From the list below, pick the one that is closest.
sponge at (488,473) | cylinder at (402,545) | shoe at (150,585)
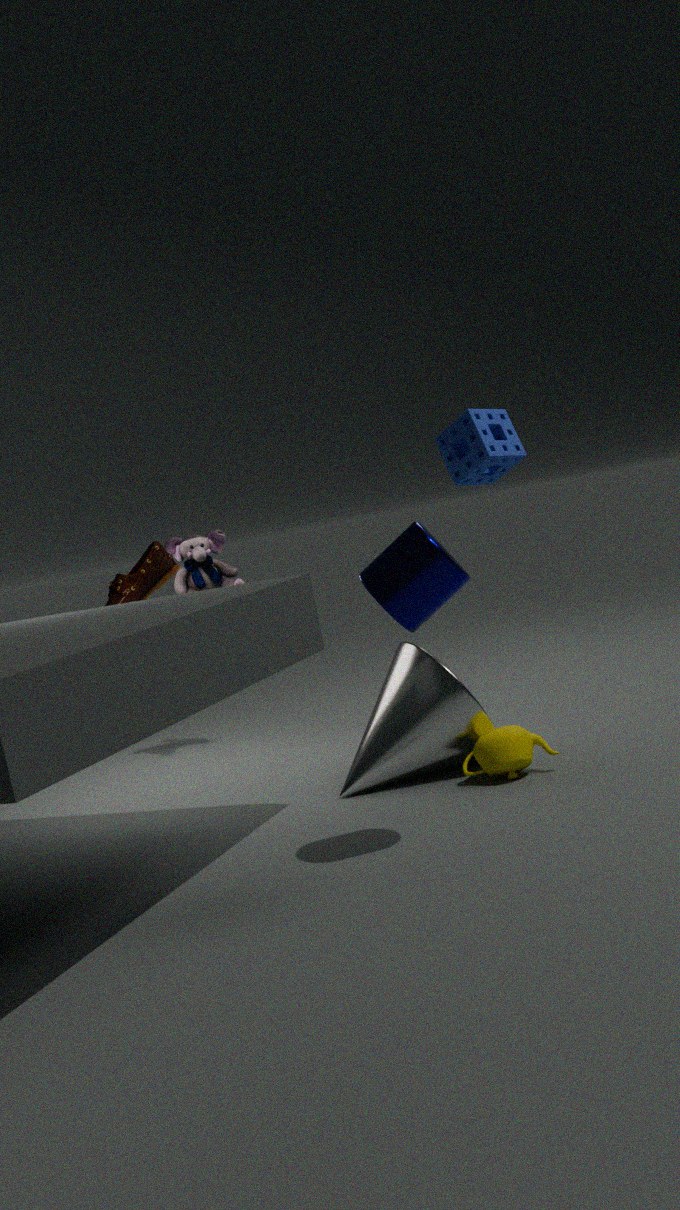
cylinder at (402,545)
